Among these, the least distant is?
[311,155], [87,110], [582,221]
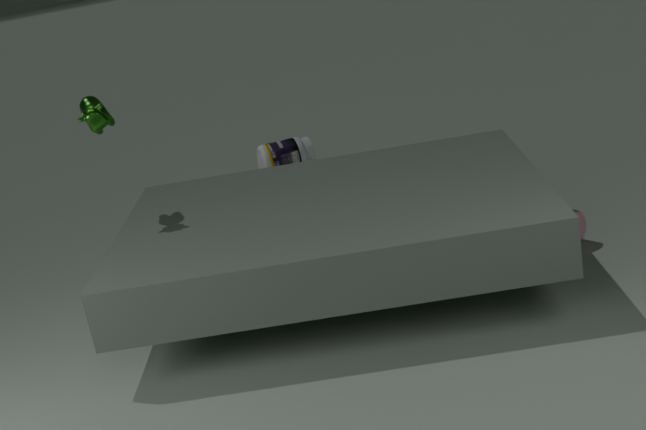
[87,110]
